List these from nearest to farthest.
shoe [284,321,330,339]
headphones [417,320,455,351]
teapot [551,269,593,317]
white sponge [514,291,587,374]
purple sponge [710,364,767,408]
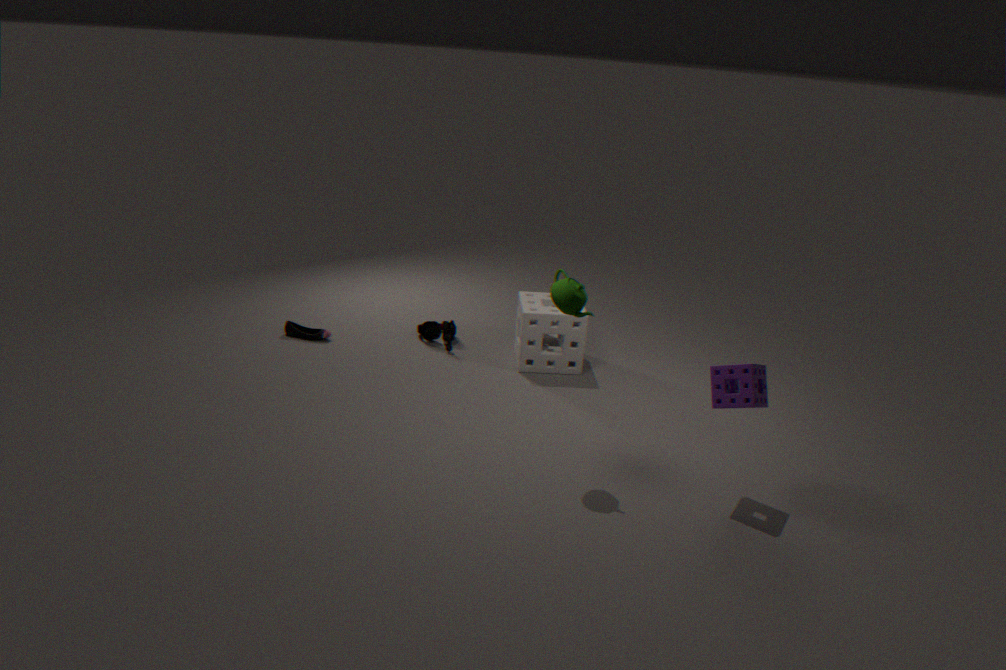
purple sponge [710,364,767,408], teapot [551,269,593,317], white sponge [514,291,587,374], headphones [417,320,455,351], shoe [284,321,330,339]
